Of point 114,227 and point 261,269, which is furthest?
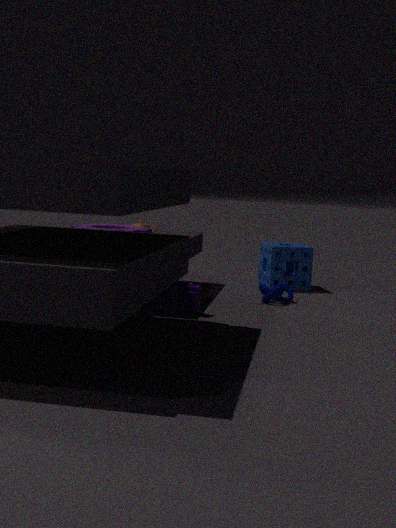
point 261,269
